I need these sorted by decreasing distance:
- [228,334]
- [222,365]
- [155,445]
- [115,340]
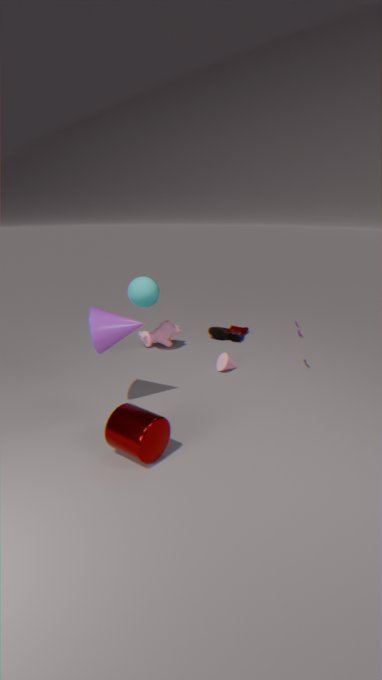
[228,334]
[222,365]
[115,340]
[155,445]
